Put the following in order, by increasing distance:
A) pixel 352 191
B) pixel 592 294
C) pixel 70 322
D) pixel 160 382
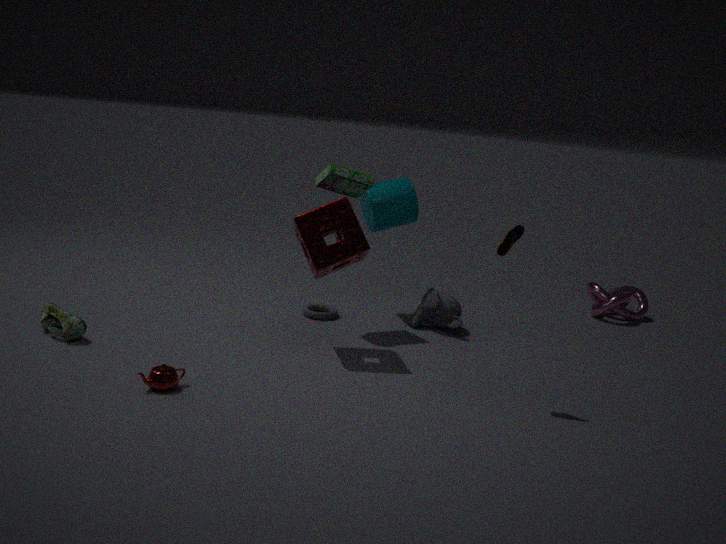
pixel 160 382 < pixel 70 322 < pixel 352 191 < pixel 592 294
